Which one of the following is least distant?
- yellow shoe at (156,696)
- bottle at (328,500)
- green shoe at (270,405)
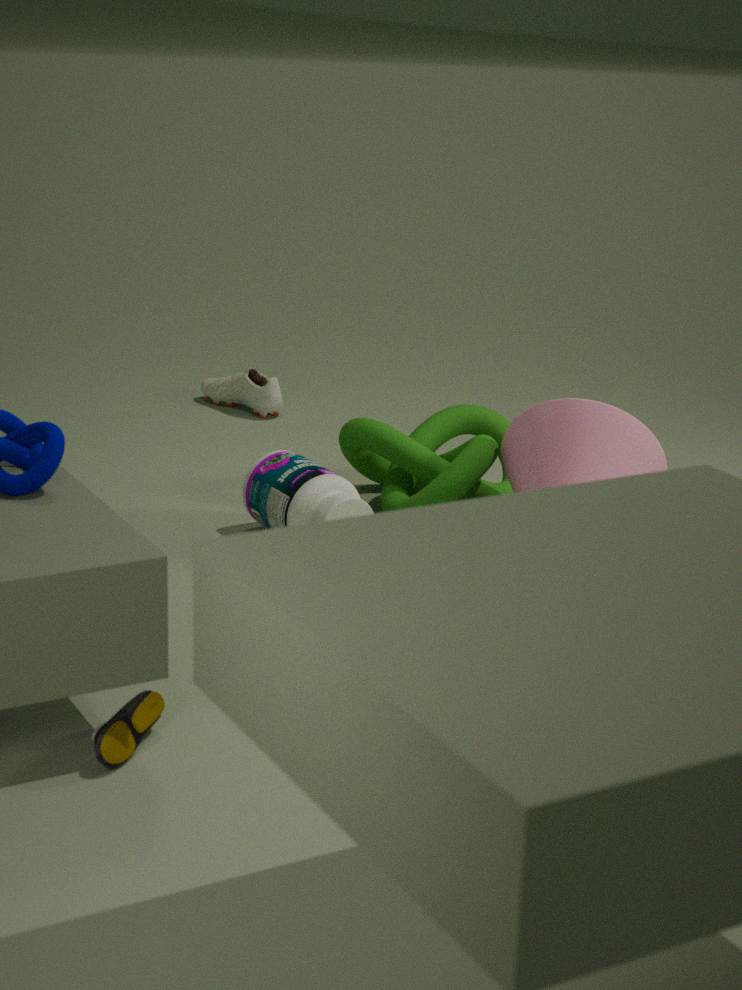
yellow shoe at (156,696)
